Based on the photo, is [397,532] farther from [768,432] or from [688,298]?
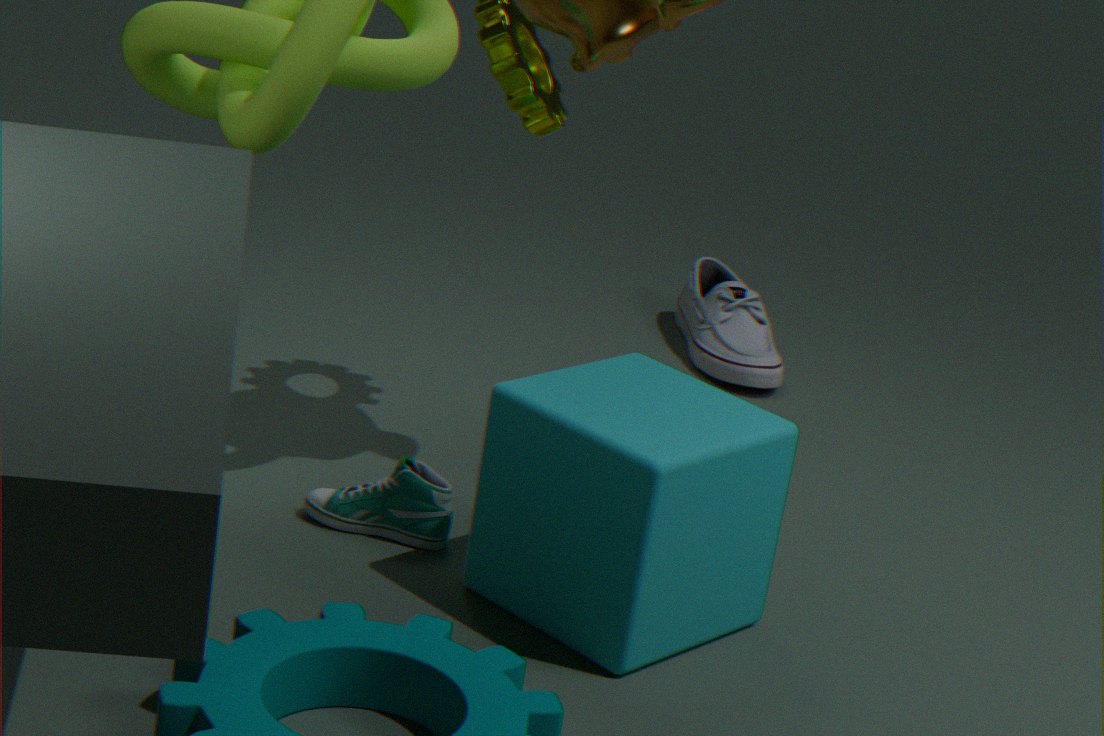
[688,298]
